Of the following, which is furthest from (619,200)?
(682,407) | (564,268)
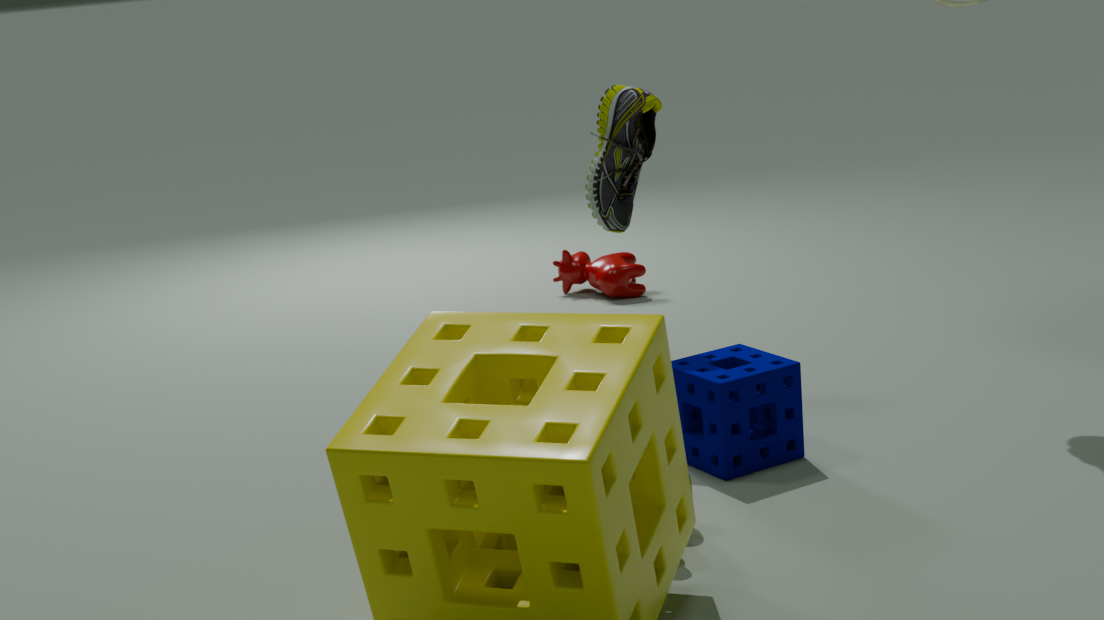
(564,268)
